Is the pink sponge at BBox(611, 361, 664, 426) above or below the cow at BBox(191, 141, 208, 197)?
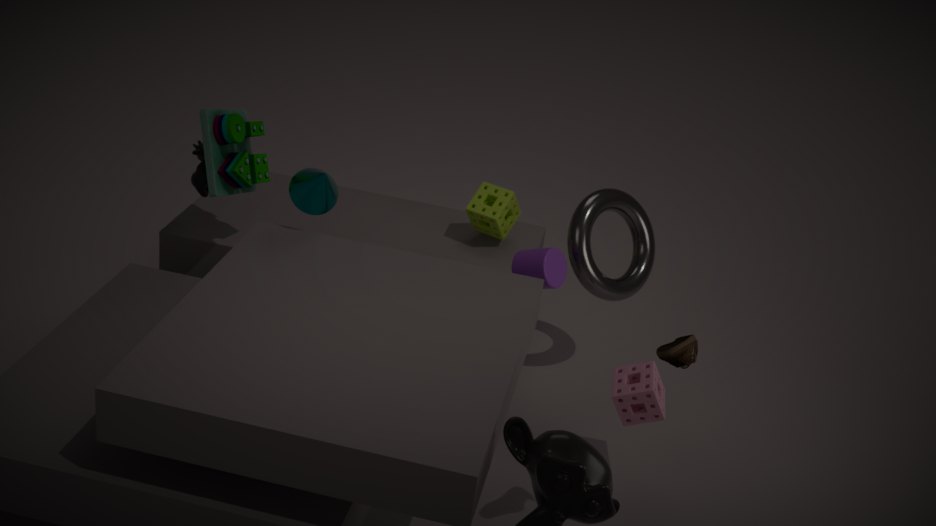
below
